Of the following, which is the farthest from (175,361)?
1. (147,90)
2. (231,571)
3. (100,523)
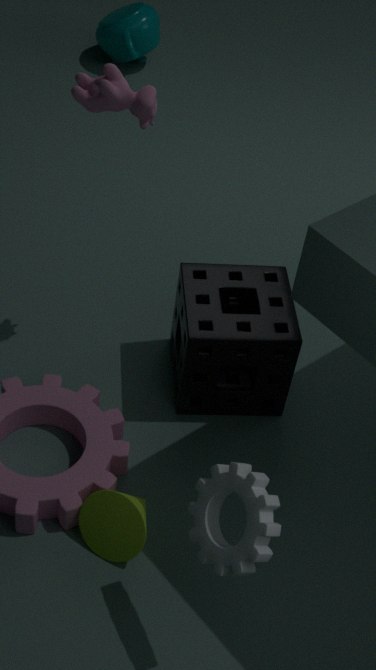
(231,571)
